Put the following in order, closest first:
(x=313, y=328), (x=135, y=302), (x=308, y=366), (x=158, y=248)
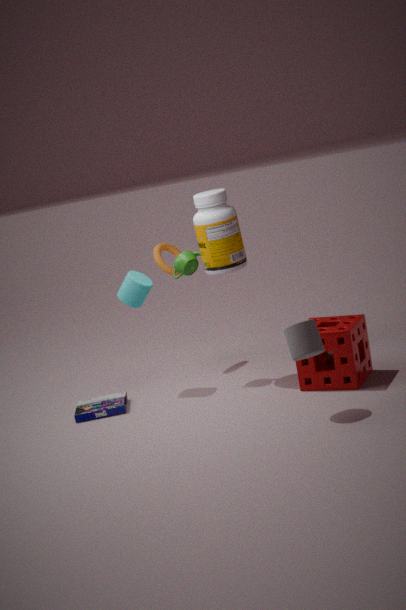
1. (x=313, y=328)
2. (x=308, y=366)
3. (x=135, y=302)
4. (x=158, y=248)
